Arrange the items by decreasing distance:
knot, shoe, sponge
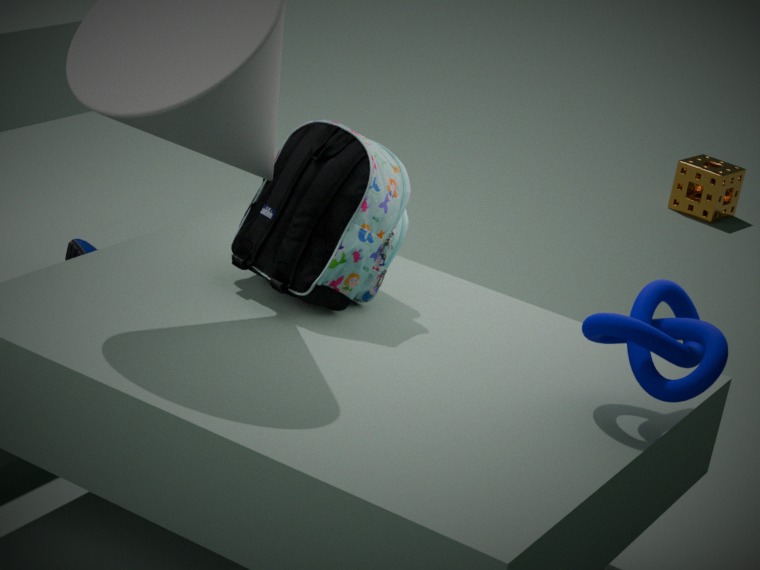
sponge → shoe → knot
